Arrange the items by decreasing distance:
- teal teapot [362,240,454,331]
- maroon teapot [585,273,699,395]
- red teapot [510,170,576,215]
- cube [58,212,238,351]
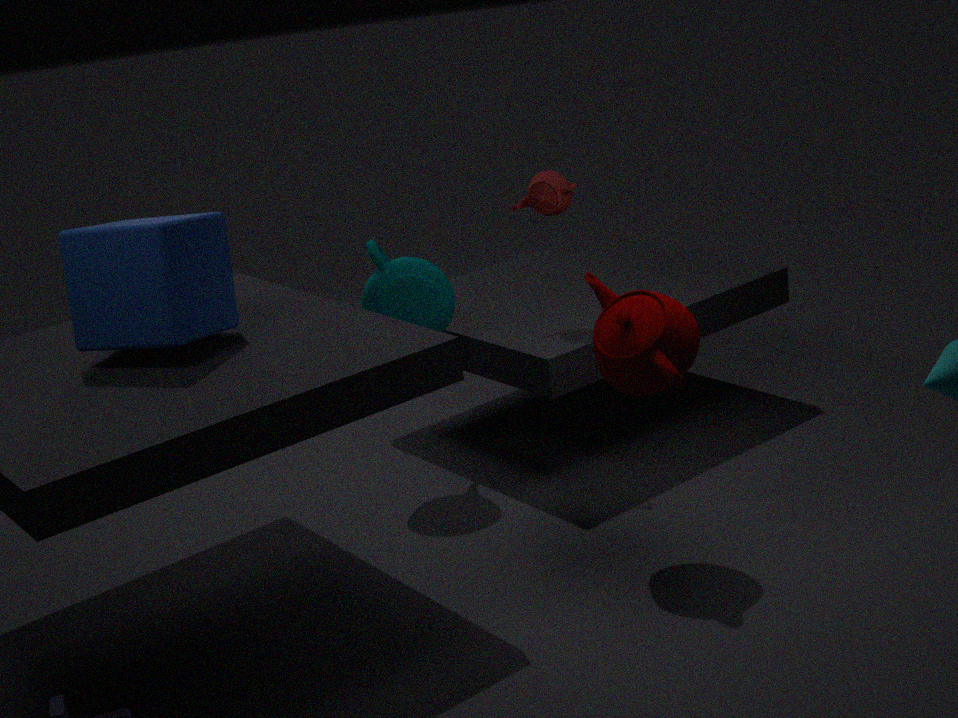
red teapot [510,170,576,215]
teal teapot [362,240,454,331]
maroon teapot [585,273,699,395]
cube [58,212,238,351]
